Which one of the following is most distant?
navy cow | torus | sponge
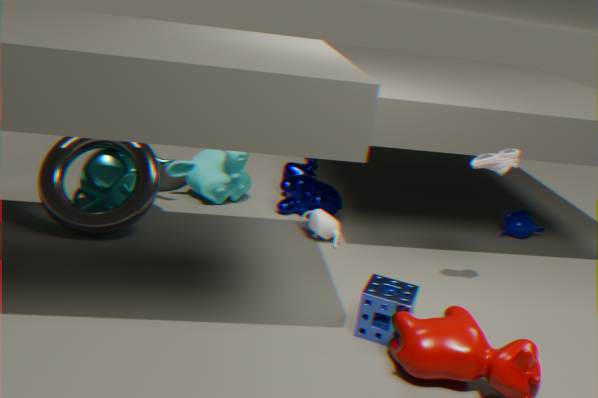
navy cow
